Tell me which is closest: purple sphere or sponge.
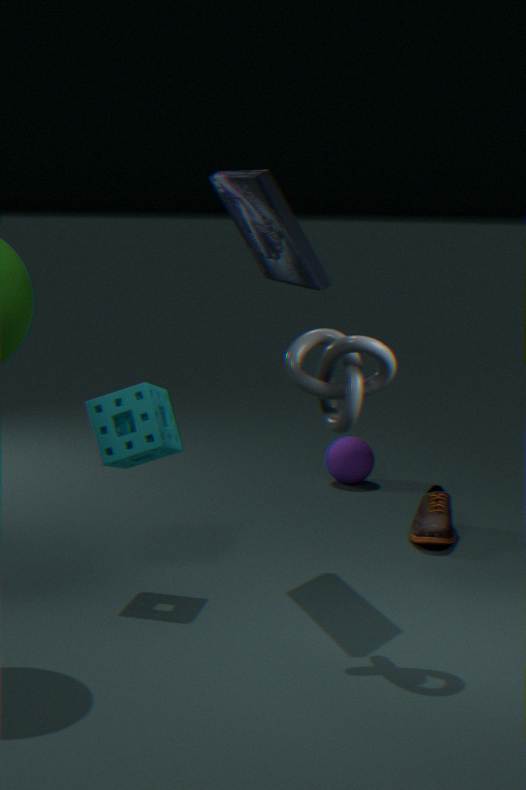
sponge
